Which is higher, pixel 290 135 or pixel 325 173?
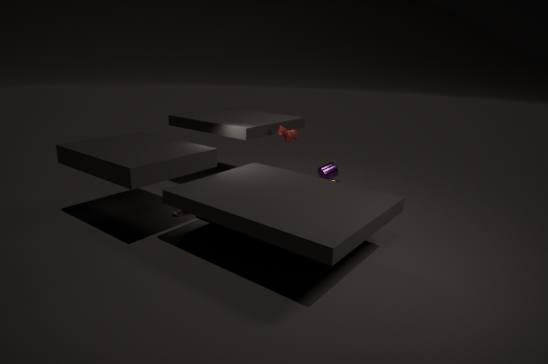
pixel 290 135
